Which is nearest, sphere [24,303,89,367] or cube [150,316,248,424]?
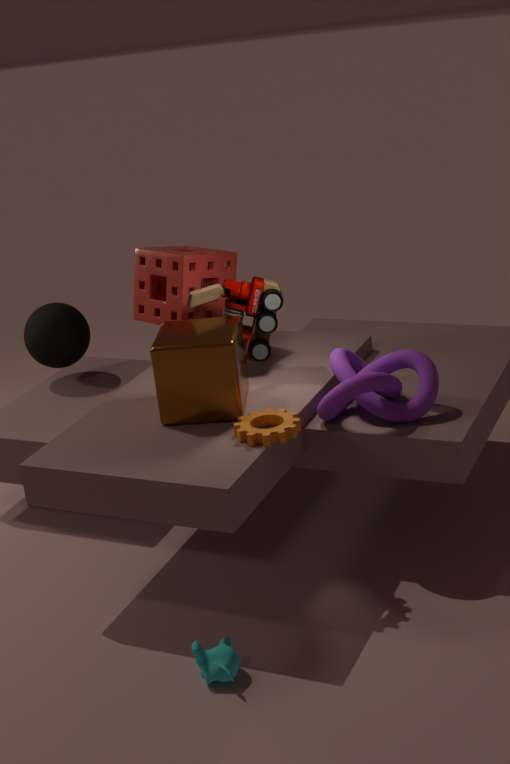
cube [150,316,248,424]
